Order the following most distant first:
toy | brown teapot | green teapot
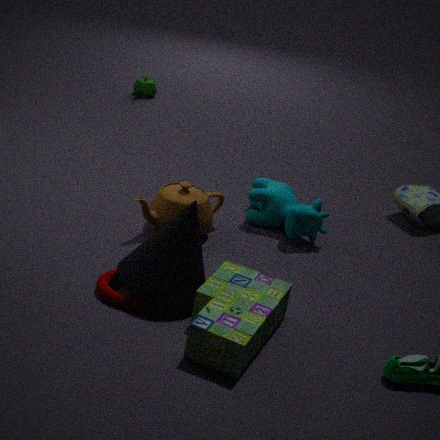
green teapot < brown teapot < toy
